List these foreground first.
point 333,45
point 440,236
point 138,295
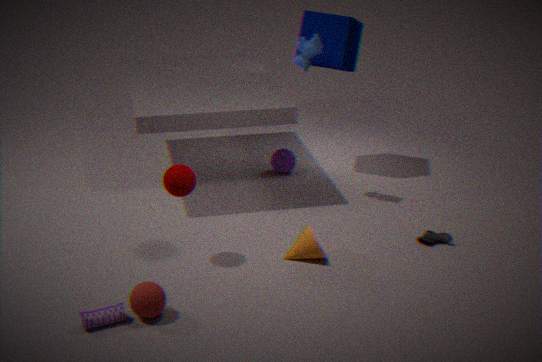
1. point 138,295
2. point 440,236
3. point 333,45
